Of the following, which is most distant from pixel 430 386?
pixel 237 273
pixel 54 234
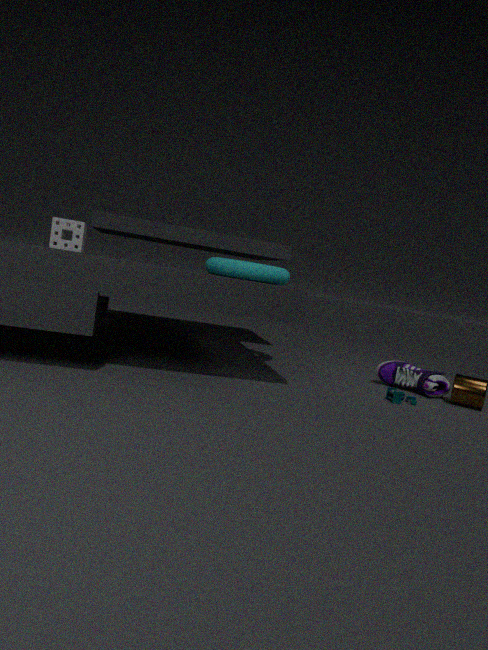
pixel 54 234
